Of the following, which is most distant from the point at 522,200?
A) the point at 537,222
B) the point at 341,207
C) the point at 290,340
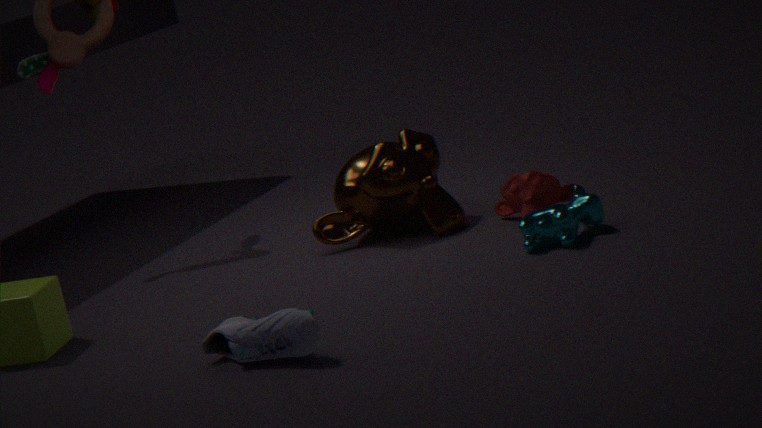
the point at 290,340
